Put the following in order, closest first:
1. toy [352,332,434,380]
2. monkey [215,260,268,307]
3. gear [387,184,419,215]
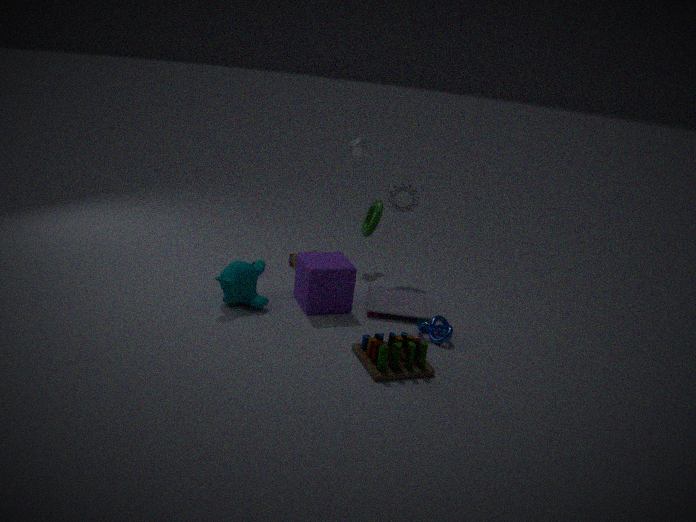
toy [352,332,434,380] < monkey [215,260,268,307] < gear [387,184,419,215]
